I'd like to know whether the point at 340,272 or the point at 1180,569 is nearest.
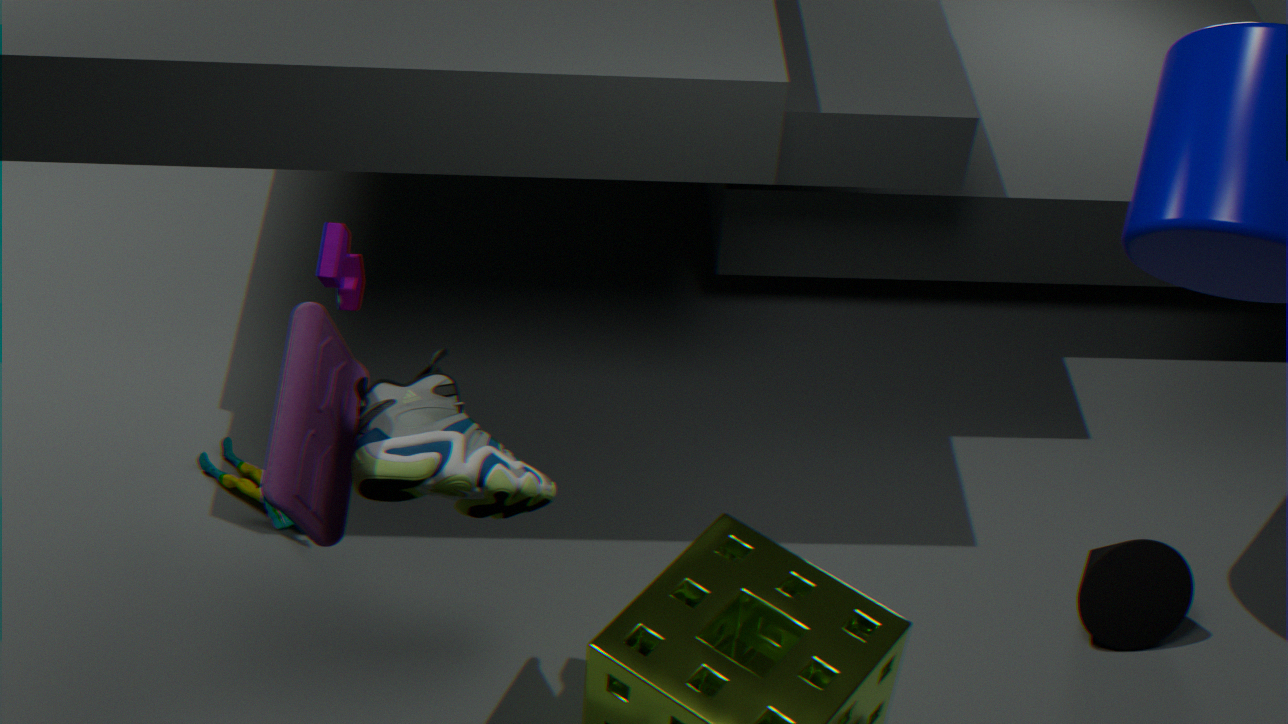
the point at 340,272
